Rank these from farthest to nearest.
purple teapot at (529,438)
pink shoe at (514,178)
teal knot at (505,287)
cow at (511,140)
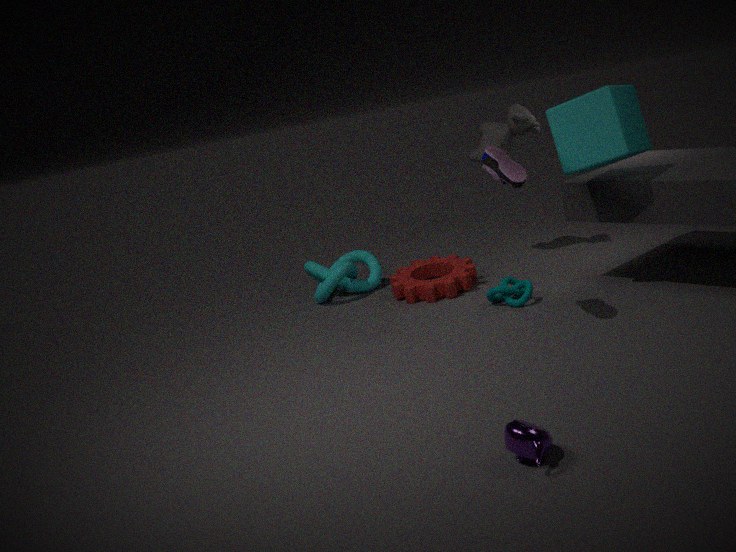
cow at (511,140)
teal knot at (505,287)
pink shoe at (514,178)
purple teapot at (529,438)
